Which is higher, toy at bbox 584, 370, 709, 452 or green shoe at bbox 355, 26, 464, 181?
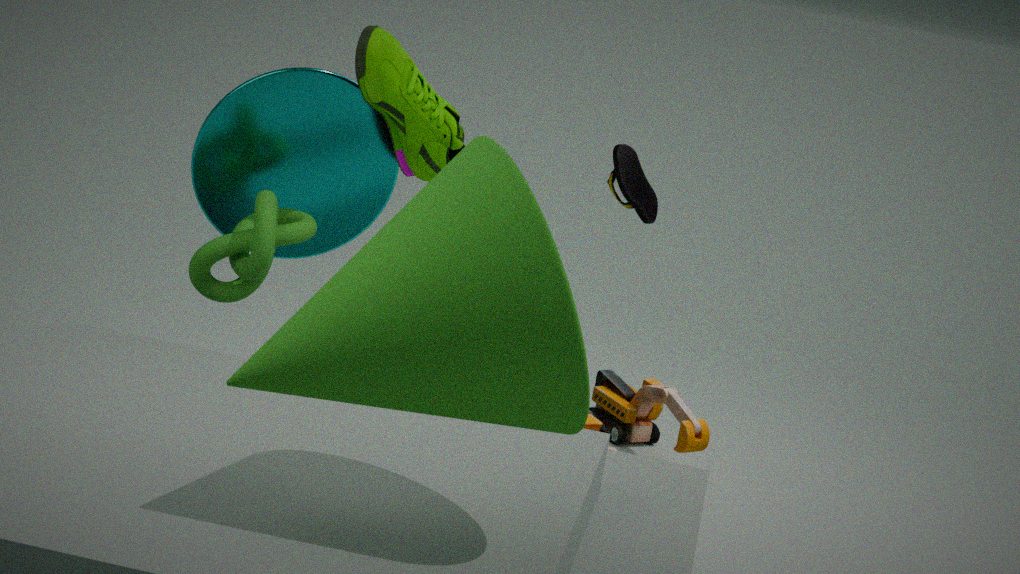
green shoe at bbox 355, 26, 464, 181
